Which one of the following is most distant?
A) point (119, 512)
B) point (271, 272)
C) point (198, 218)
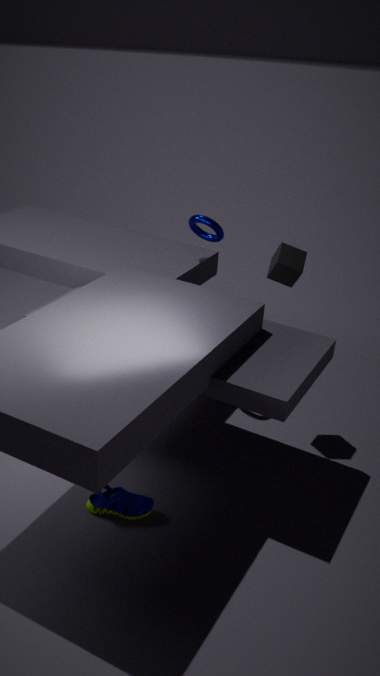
point (198, 218)
